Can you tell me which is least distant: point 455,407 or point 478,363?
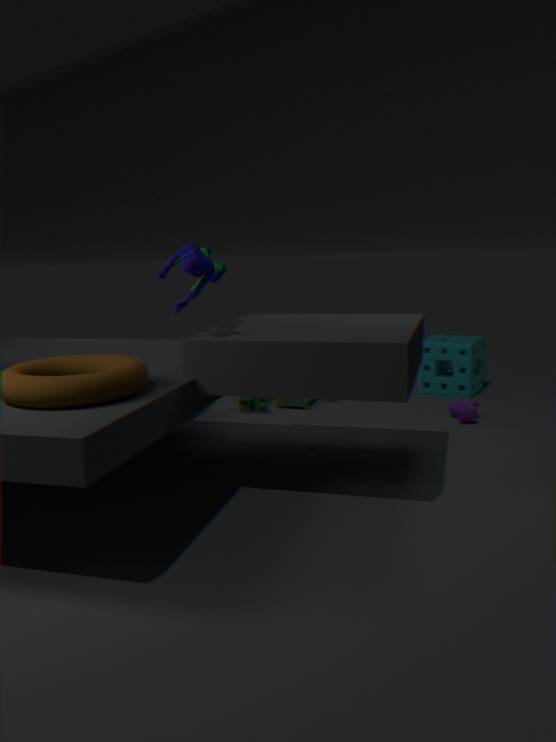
point 455,407
